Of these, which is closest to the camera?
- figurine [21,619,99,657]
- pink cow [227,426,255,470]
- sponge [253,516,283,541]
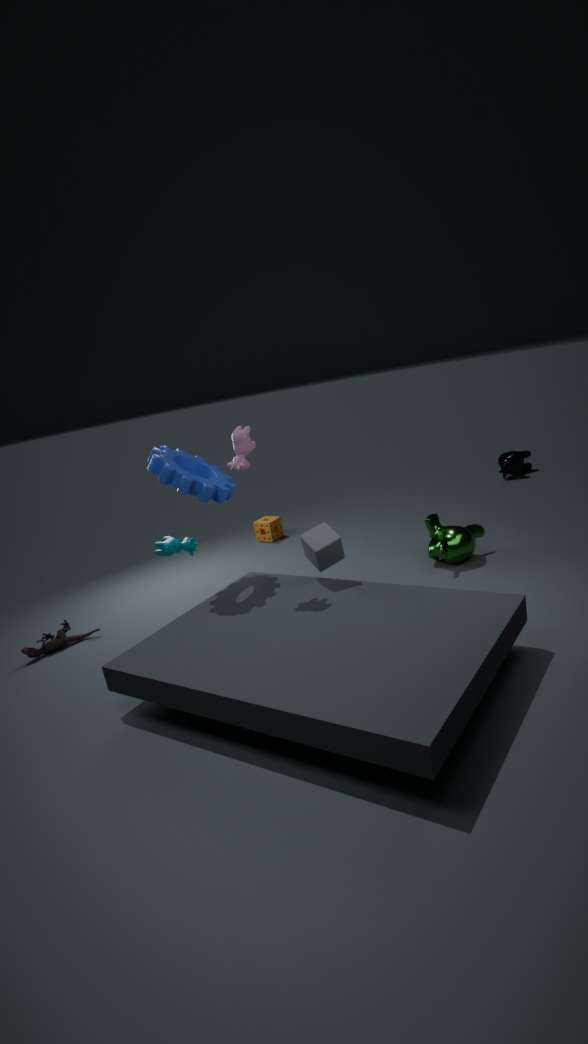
pink cow [227,426,255,470]
